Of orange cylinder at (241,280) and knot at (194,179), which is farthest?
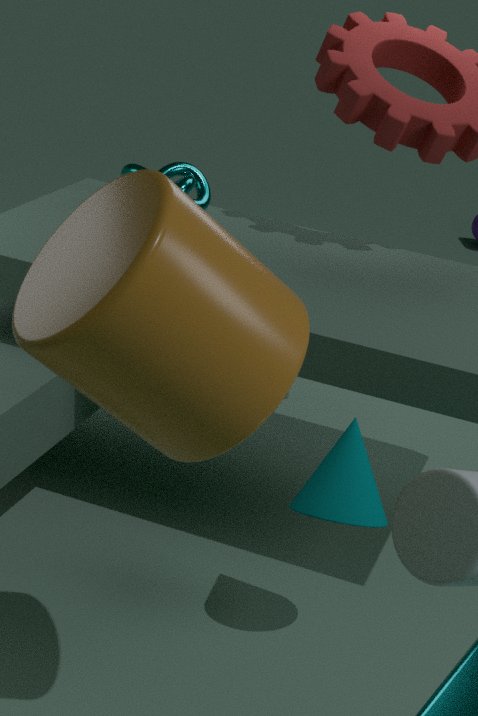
knot at (194,179)
